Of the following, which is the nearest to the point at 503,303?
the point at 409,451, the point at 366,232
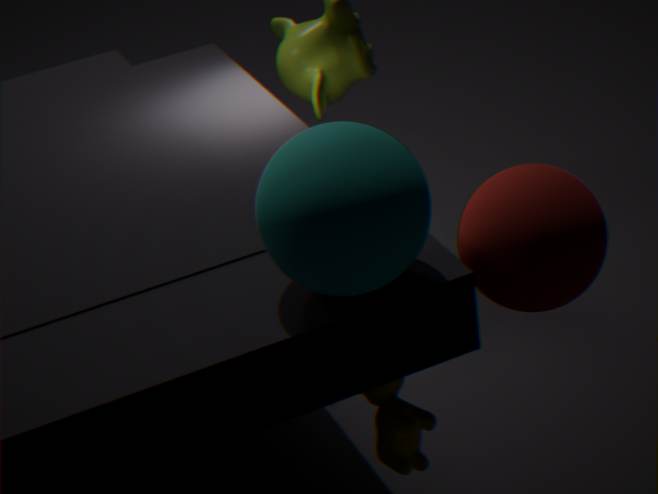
the point at 409,451
